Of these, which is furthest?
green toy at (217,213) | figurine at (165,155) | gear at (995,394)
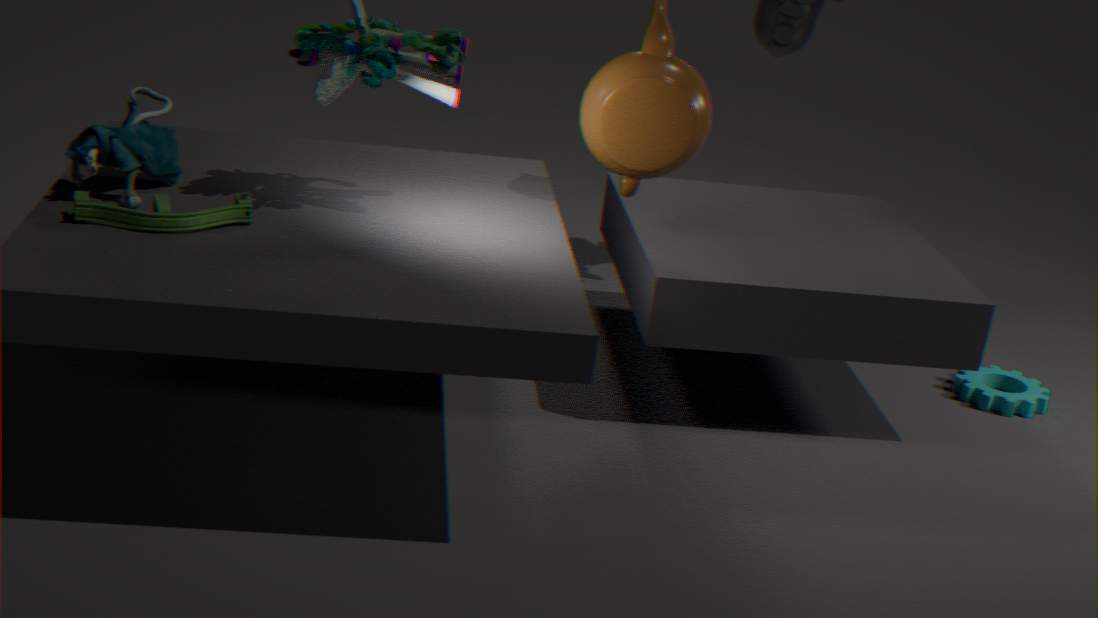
gear at (995,394)
